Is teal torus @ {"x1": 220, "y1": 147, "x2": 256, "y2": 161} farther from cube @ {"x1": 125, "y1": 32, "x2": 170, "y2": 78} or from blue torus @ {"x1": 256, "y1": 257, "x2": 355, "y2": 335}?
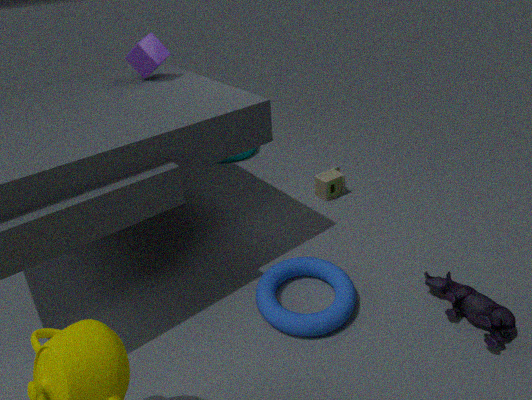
blue torus @ {"x1": 256, "y1": 257, "x2": 355, "y2": 335}
